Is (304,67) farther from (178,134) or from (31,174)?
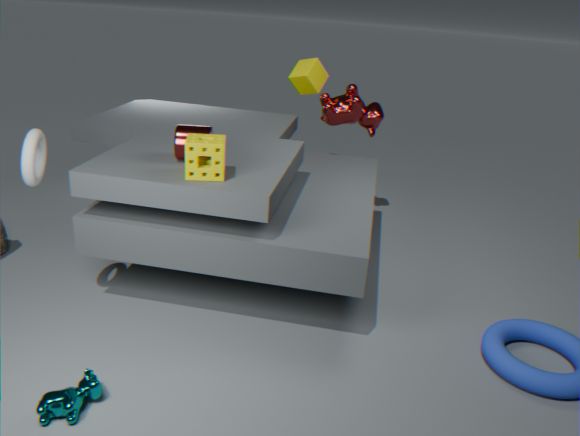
(31,174)
